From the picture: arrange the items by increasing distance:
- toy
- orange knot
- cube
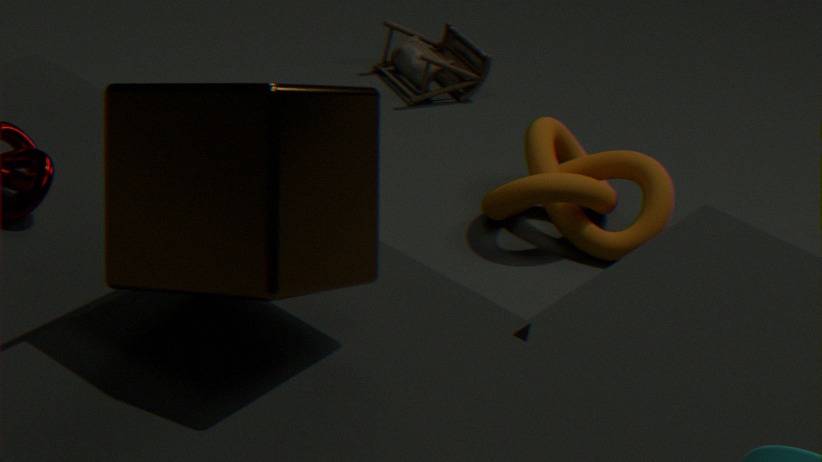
cube < orange knot < toy
